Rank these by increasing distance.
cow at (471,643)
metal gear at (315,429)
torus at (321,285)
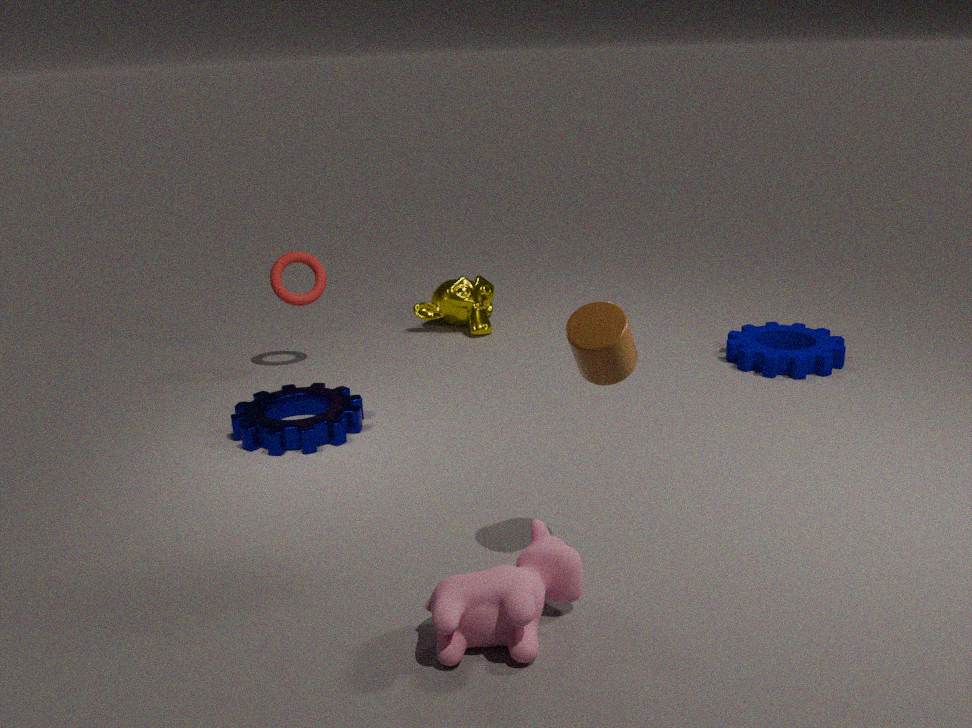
cow at (471,643), metal gear at (315,429), torus at (321,285)
